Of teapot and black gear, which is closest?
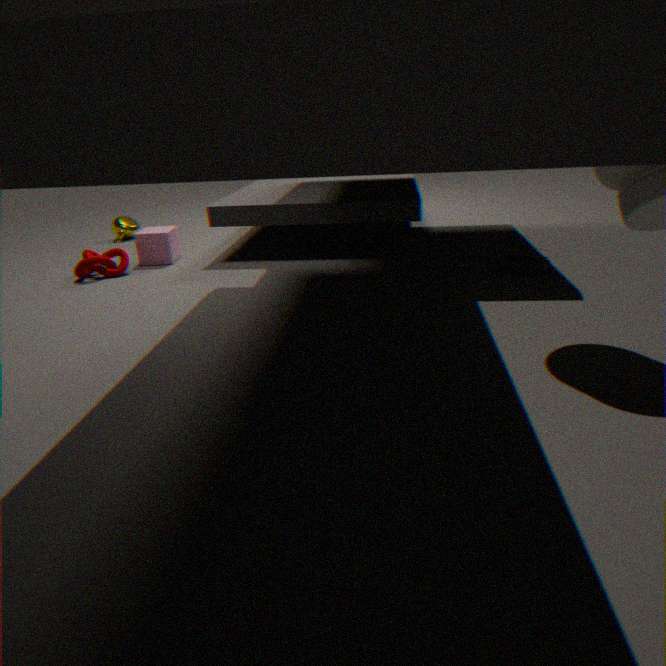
black gear
